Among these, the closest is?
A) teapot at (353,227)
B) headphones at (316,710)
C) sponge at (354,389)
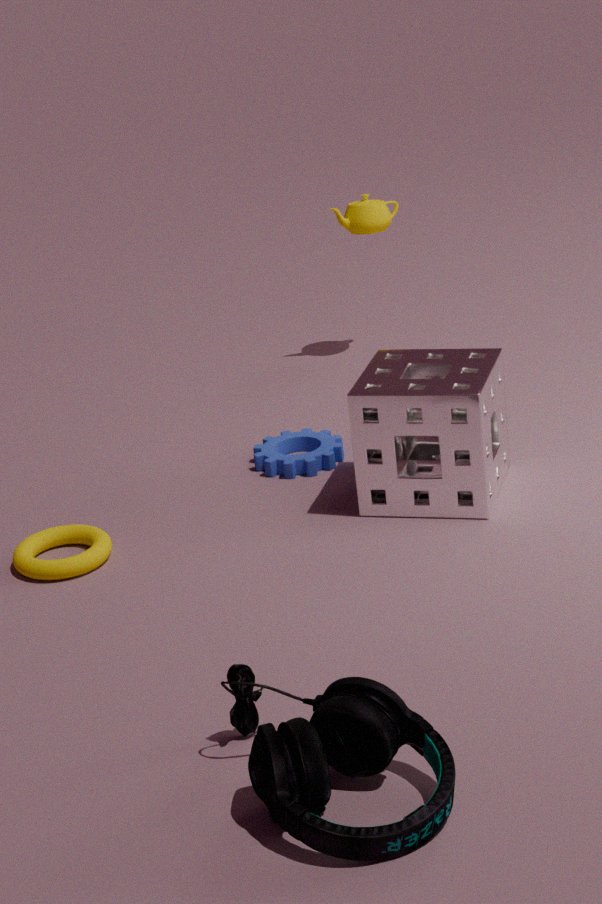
headphones at (316,710)
